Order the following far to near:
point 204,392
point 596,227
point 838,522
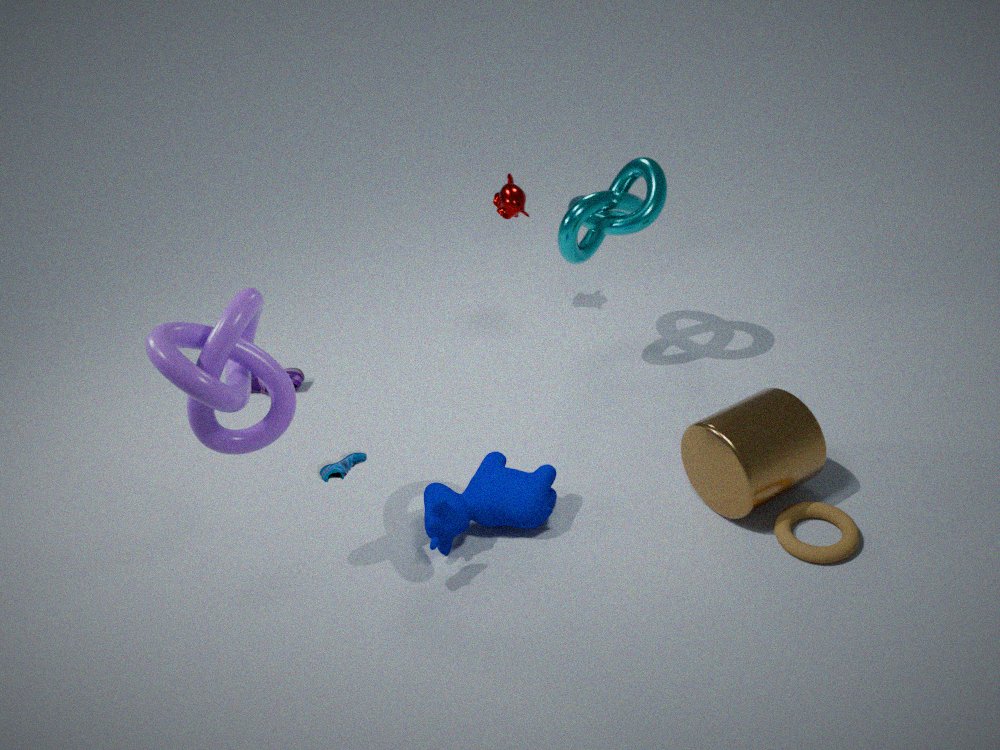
point 596,227 < point 838,522 < point 204,392
